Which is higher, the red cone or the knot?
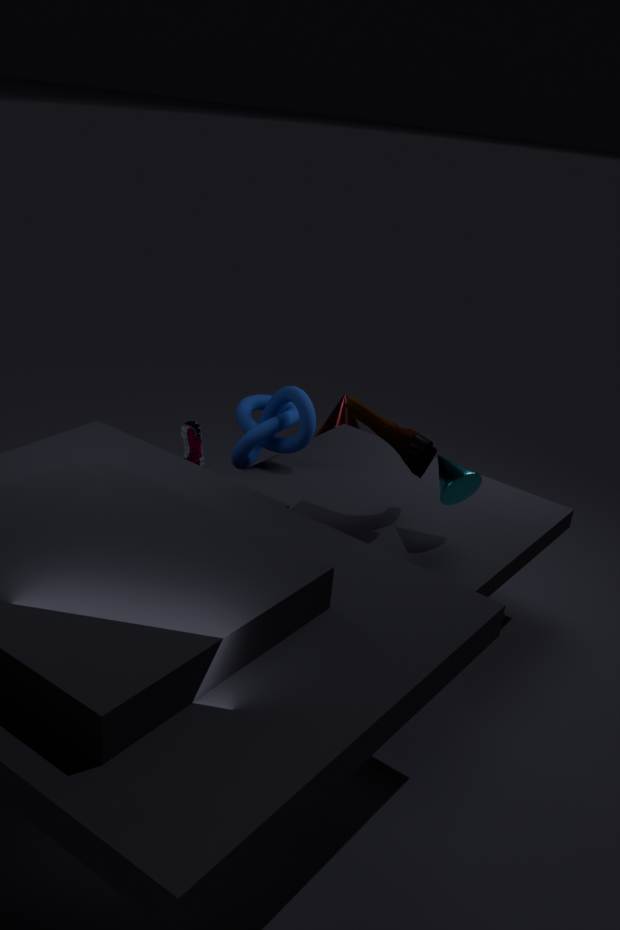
the knot
